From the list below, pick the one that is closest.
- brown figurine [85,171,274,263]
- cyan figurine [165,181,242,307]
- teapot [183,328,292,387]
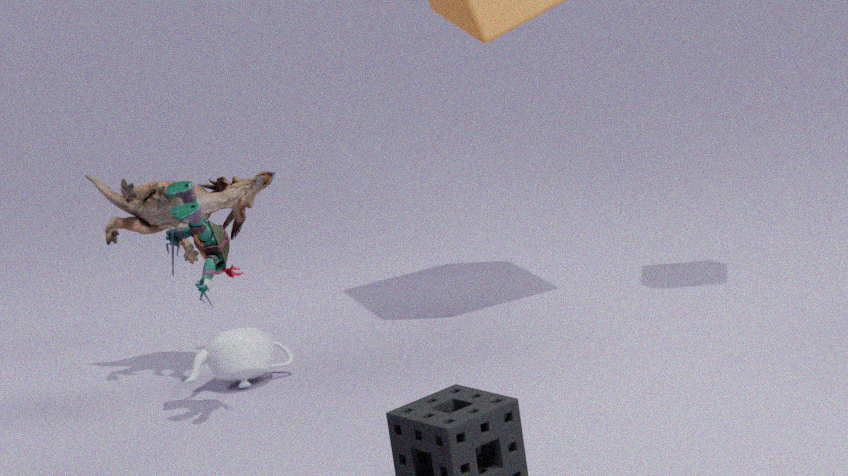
cyan figurine [165,181,242,307]
